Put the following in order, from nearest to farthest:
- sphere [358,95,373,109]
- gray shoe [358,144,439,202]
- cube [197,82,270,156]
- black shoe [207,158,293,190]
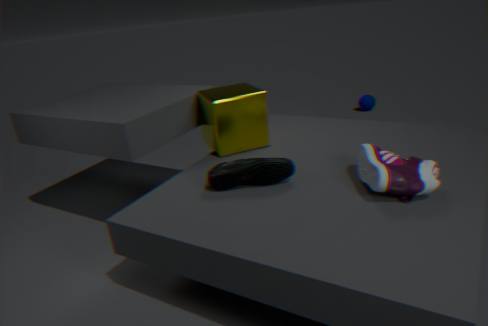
gray shoe [358,144,439,202] < black shoe [207,158,293,190] < cube [197,82,270,156] < sphere [358,95,373,109]
